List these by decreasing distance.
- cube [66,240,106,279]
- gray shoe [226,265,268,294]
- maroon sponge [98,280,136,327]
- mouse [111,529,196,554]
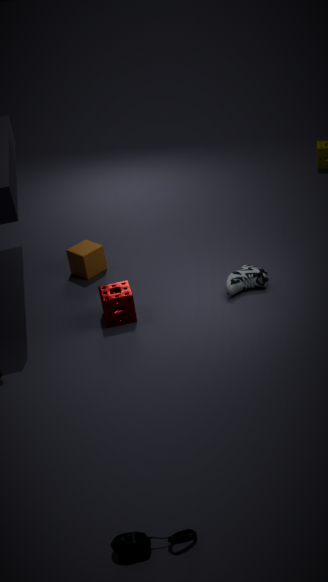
cube [66,240,106,279] < gray shoe [226,265,268,294] < maroon sponge [98,280,136,327] < mouse [111,529,196,554]
